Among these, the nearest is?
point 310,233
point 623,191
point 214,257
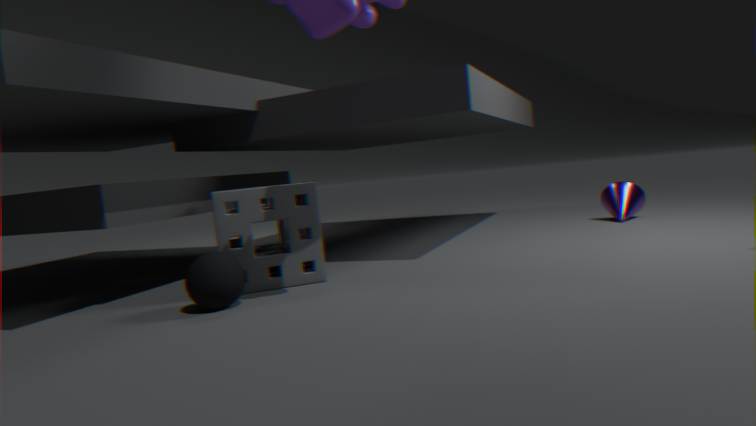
point 214,257
